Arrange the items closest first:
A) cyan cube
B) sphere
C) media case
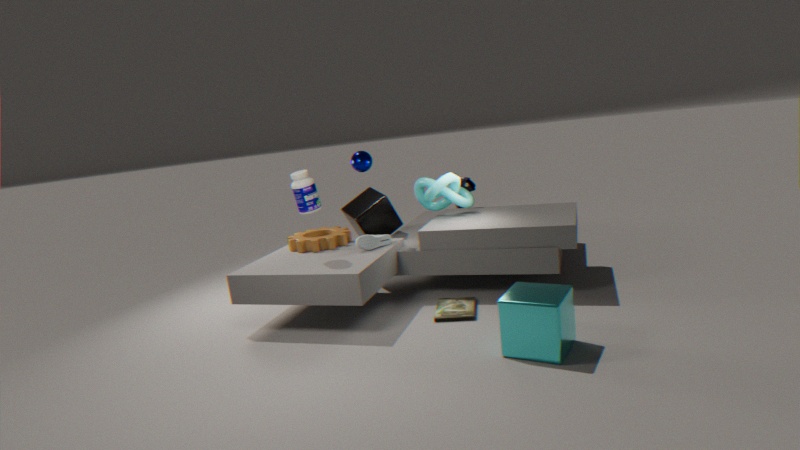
cyan cube, media case, sphere
